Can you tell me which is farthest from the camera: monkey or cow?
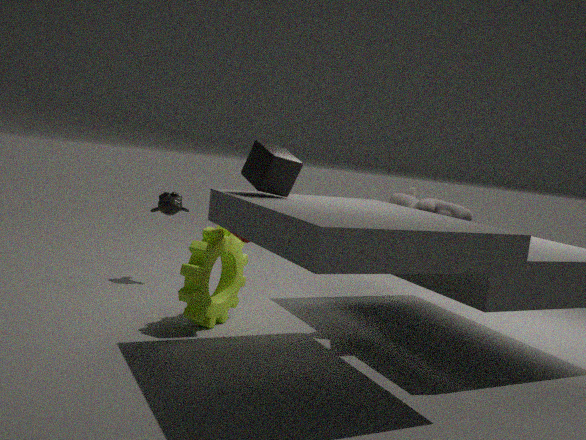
monkey
